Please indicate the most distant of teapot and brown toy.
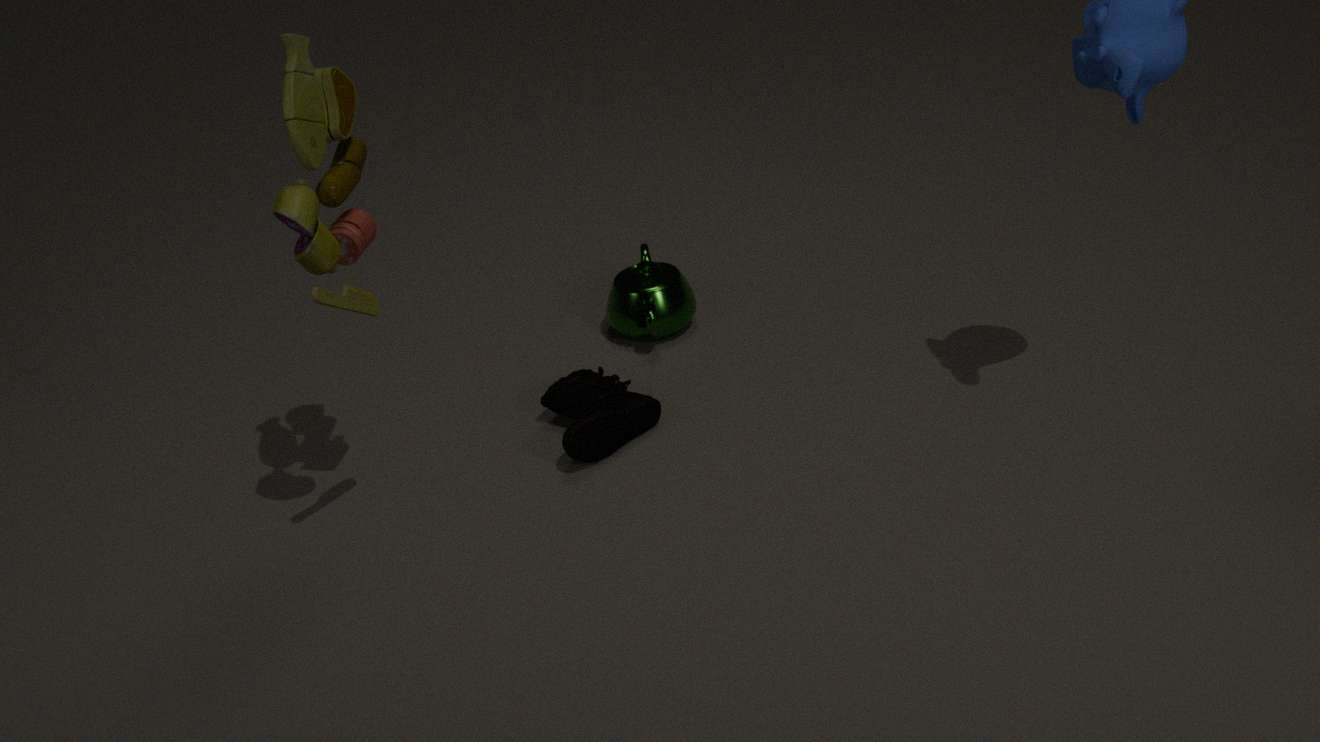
teapot
